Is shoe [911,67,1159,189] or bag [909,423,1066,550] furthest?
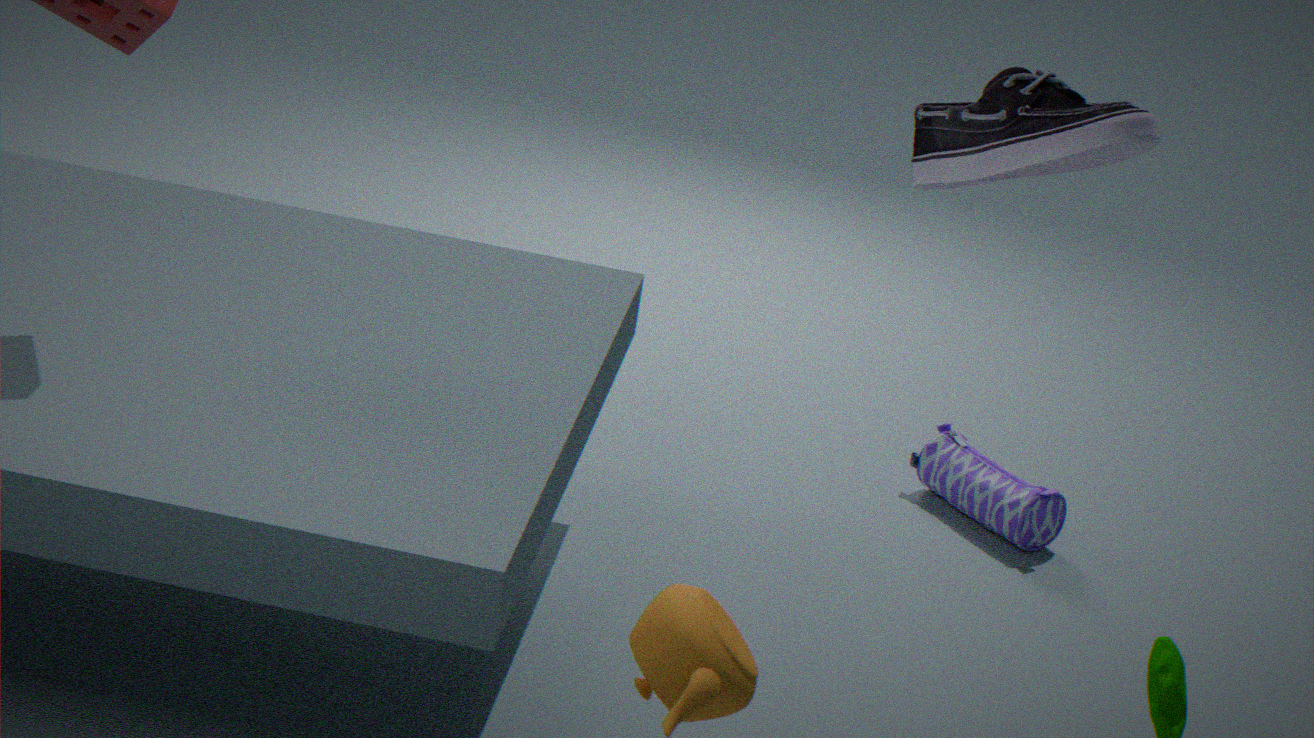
bag [909,423,1066,550]
